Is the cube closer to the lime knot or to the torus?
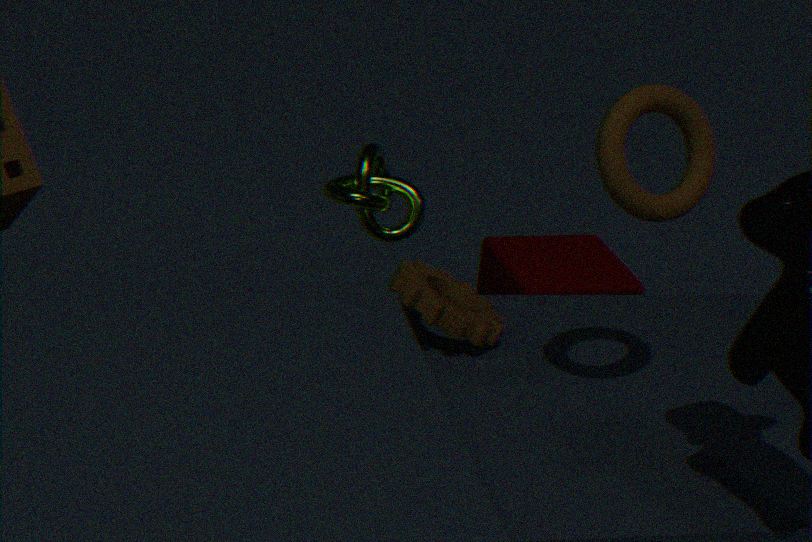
the lime knot
